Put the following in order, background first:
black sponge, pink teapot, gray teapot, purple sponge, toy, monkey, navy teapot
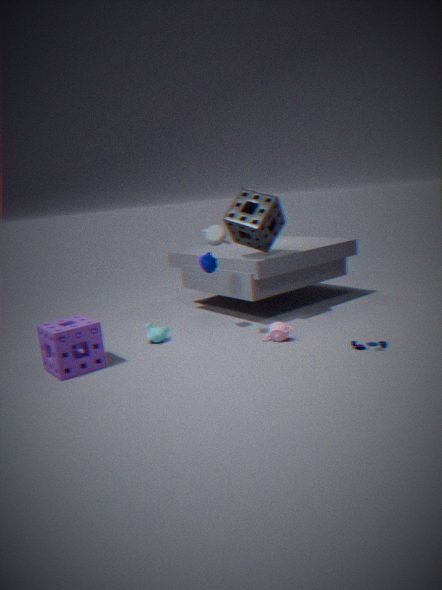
black sponge, navy teapot, monkey, pink teapot, gray teapot, toy, purple sponge
